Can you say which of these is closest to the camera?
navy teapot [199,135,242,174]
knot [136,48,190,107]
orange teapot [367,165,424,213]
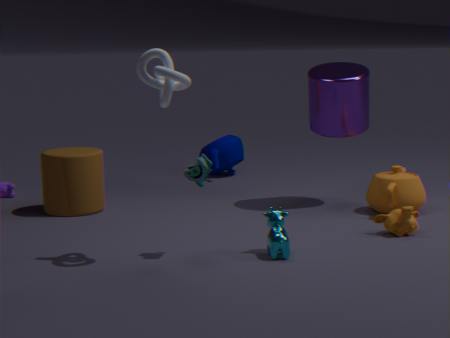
knot [136,48,190,107]
